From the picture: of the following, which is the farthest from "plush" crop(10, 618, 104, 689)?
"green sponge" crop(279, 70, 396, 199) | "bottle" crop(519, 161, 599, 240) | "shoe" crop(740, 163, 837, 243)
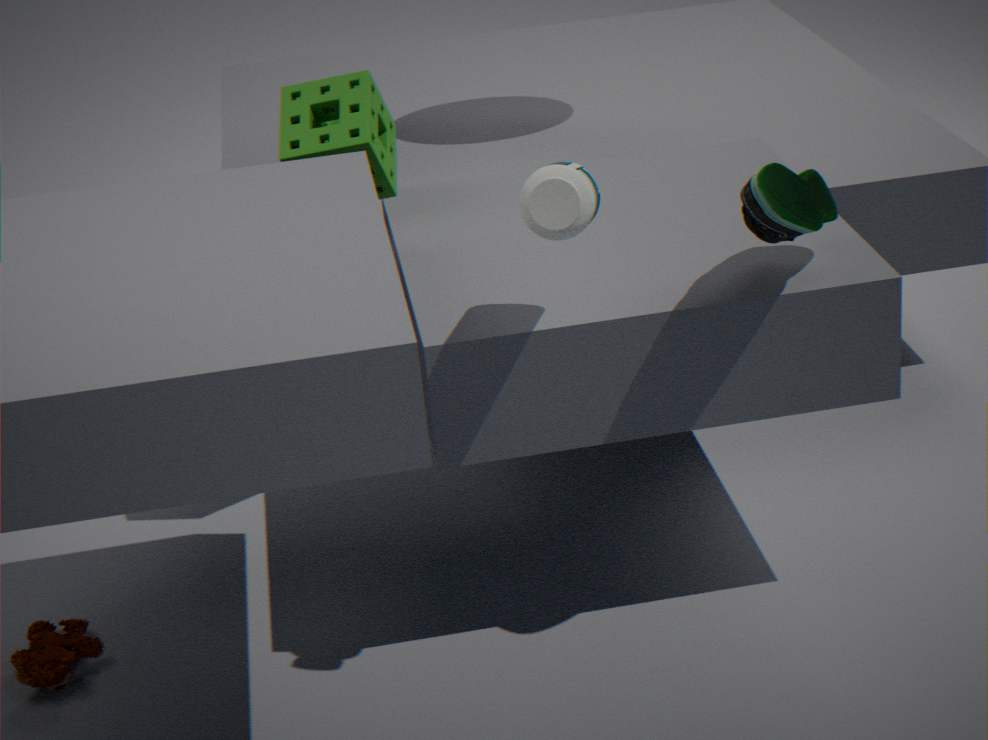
"shoe" crop(740, 163, 837, 243)
